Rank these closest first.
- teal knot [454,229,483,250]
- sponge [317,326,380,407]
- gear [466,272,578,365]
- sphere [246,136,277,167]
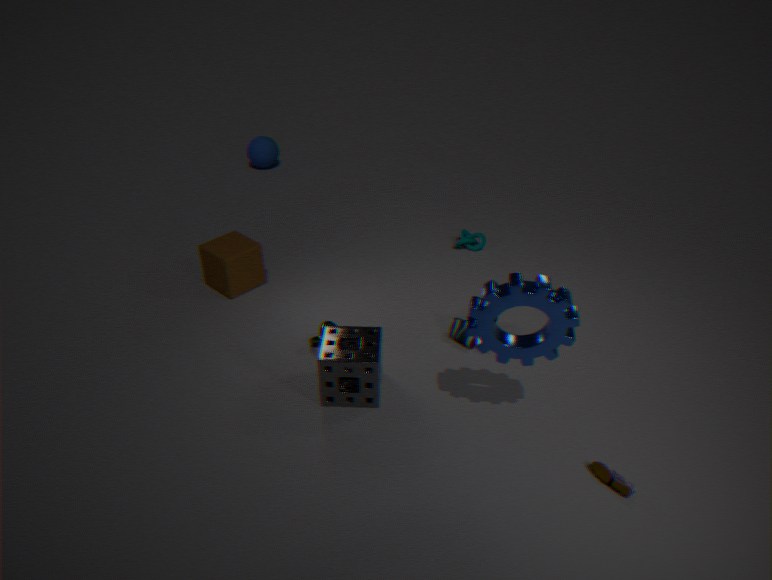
gear [466,272,578,365] → sponge [317,326,380,407] → teal knot [454,229,483,250] → sphere [246,136,277,167]
